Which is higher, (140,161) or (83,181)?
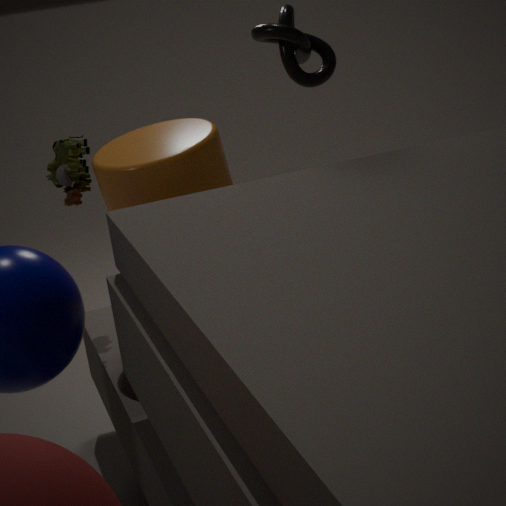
(83,181)
